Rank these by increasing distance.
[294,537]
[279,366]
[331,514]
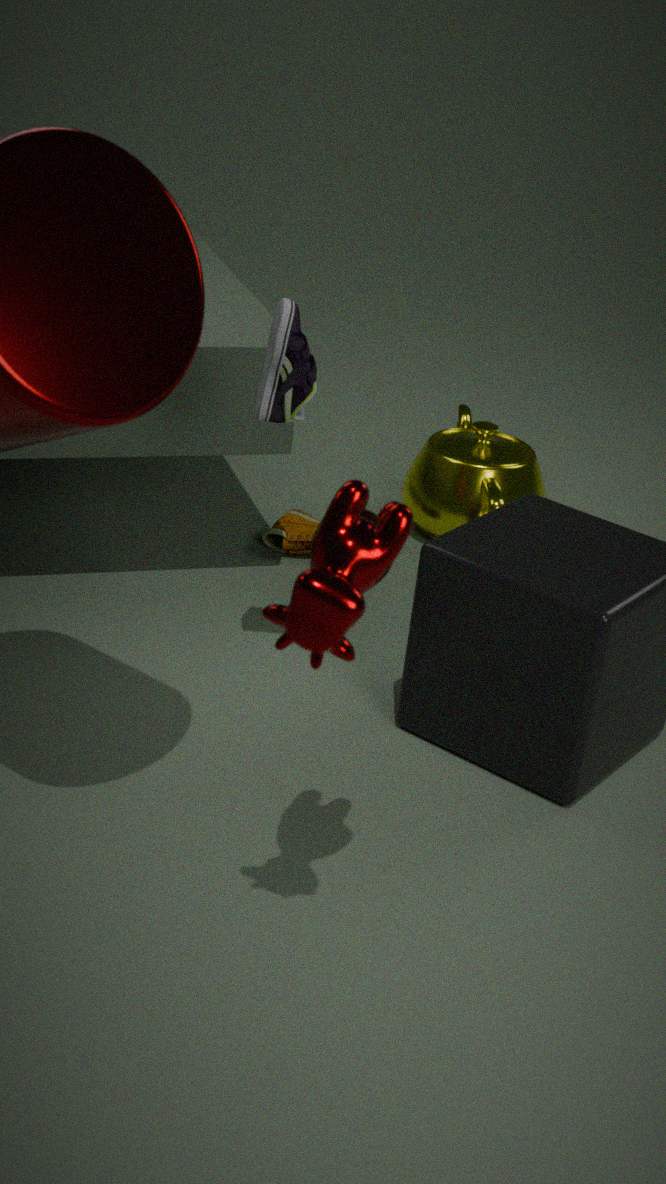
[331,514]
[279,366]
[294,537]
